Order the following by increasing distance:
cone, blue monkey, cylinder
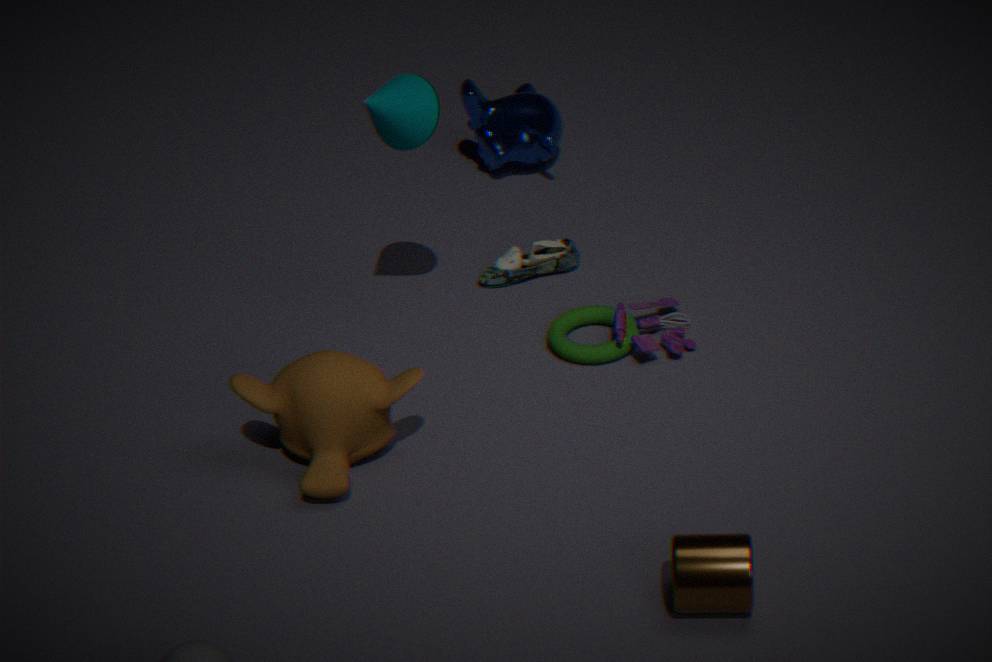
cylinder → cone → blue monkey
